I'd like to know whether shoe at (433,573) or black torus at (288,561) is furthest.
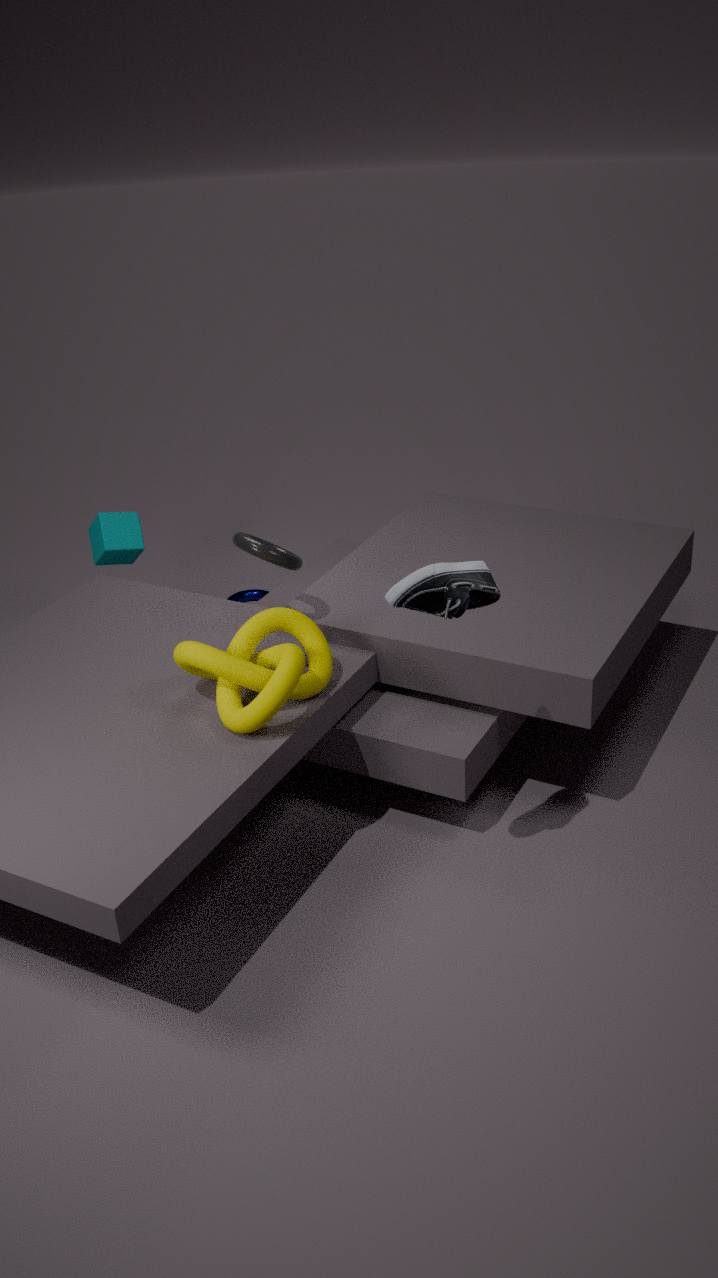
black torus at (288,561)
